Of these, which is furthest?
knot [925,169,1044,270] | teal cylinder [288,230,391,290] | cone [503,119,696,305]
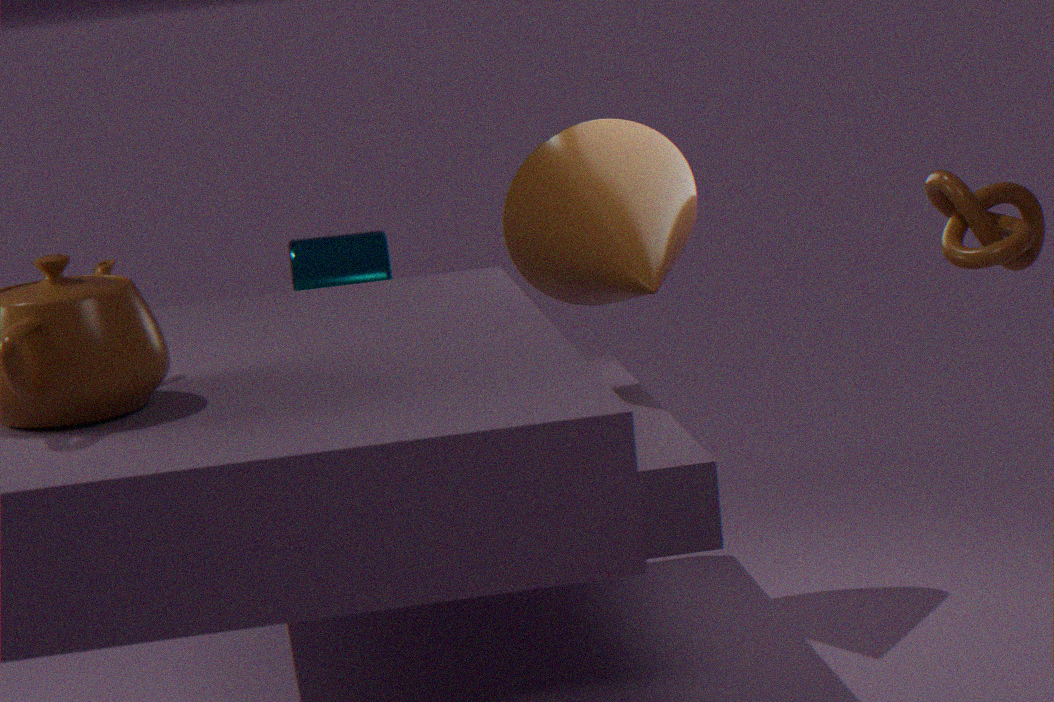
teal cylinder [288,230,391,290]
